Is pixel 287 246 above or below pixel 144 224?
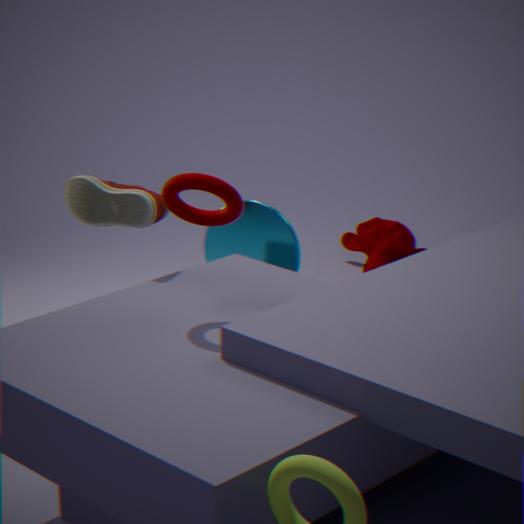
below
